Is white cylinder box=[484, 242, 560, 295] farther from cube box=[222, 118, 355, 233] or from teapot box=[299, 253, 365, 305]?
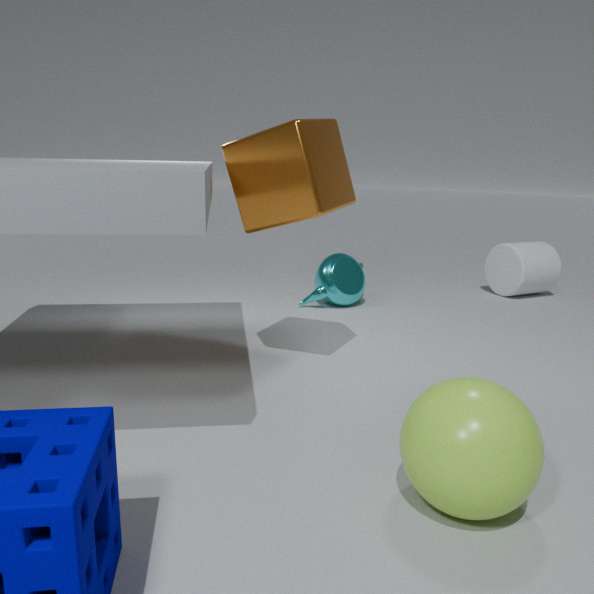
cube box=[222, 118, 355, 233]
